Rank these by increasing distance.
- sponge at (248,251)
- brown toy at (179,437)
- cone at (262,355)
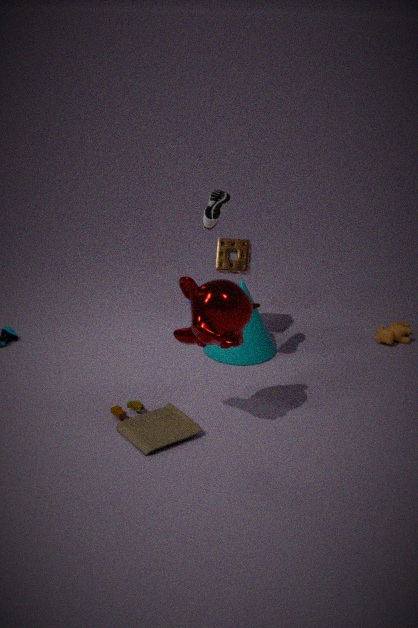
1. brown toy at (179,437)
2. sponge at (248,251)
3. cone at (262,355)
